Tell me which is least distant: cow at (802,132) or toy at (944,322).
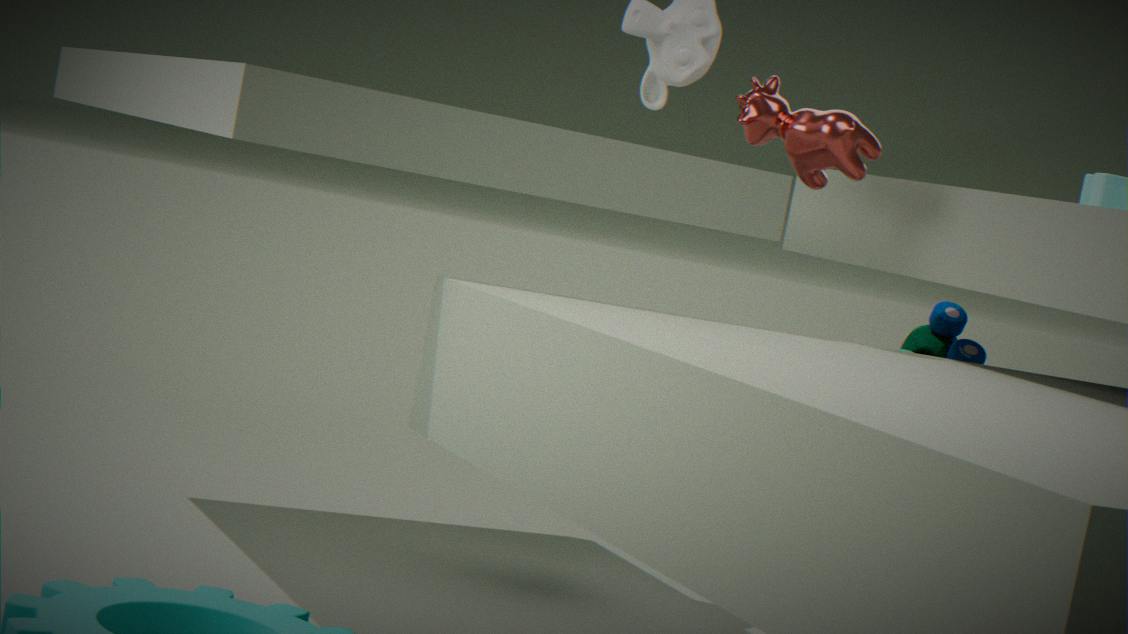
cow at (802,132)
